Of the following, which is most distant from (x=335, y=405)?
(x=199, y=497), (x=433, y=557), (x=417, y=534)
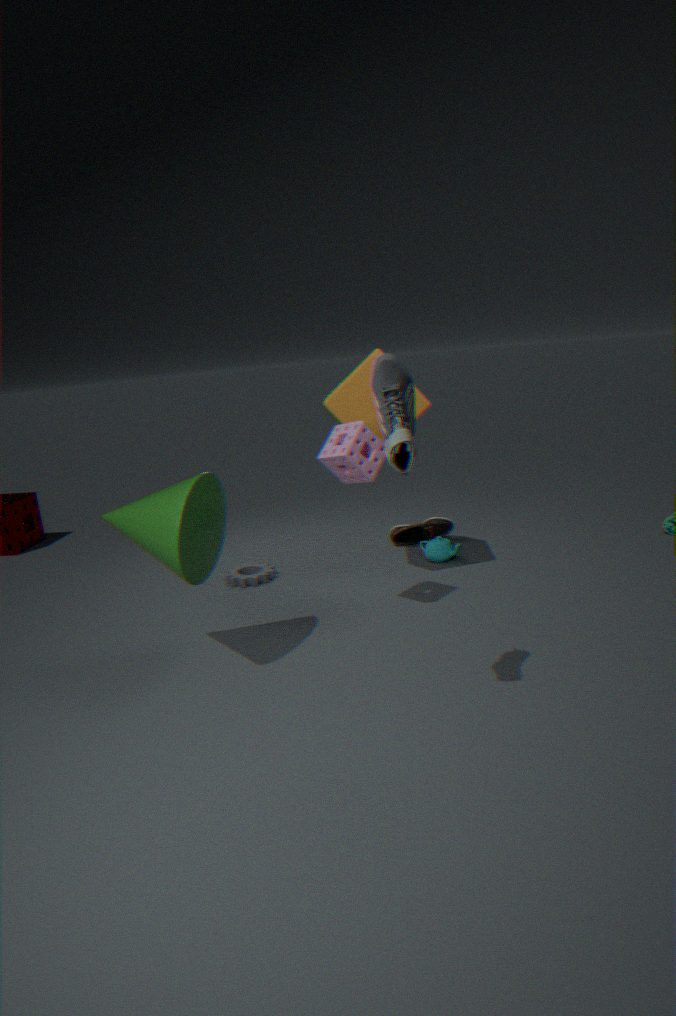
(x=199, y=497)
